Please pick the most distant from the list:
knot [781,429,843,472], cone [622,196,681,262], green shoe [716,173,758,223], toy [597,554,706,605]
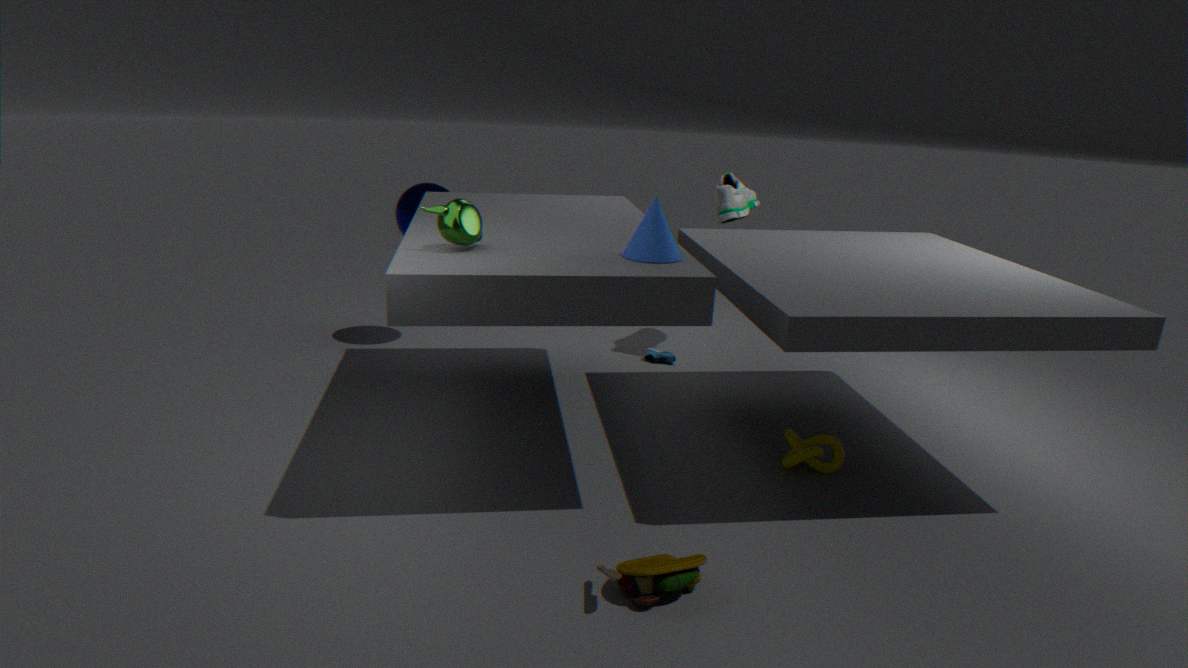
green shoe [716,173,758,223]
